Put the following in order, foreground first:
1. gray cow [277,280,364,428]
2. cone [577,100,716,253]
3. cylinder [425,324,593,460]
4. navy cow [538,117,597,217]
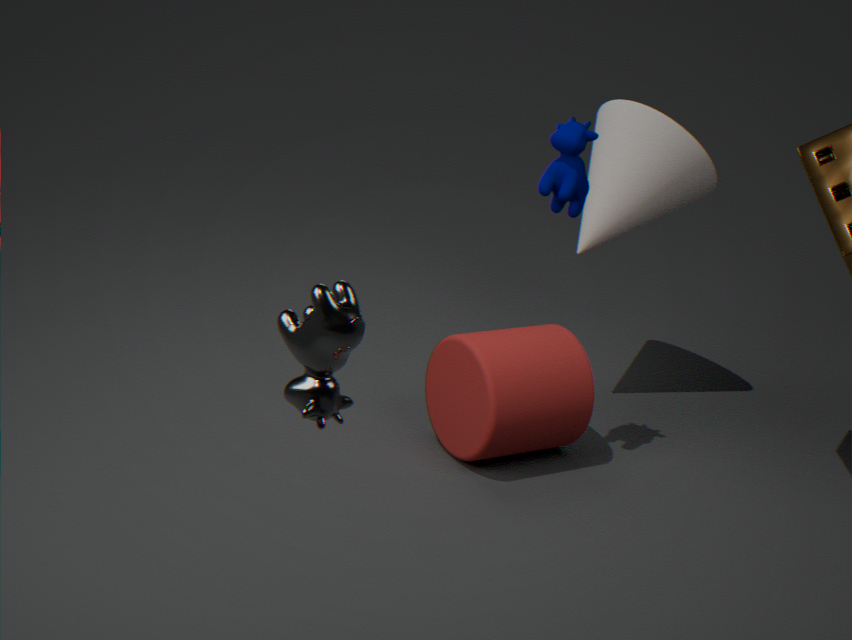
gray cow [277,280,364,428]
navy cow [538,117,597,217]
cylinder [425,324,593,460]
cone [577,100,716,253]
